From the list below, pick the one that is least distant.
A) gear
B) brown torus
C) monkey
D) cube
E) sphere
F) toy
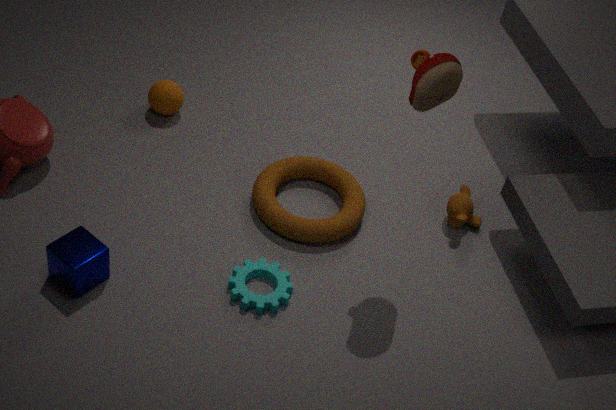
F. toy
